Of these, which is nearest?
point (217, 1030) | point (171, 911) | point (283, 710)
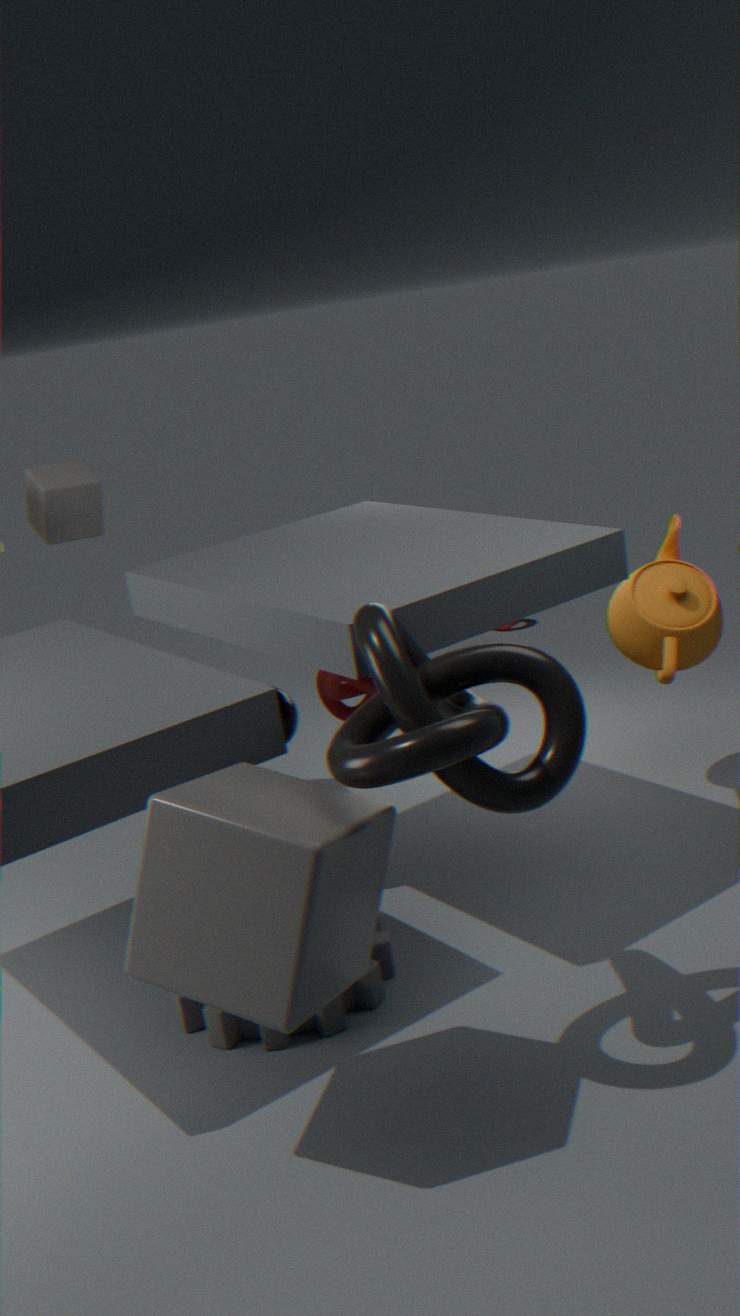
point (171, 911)
